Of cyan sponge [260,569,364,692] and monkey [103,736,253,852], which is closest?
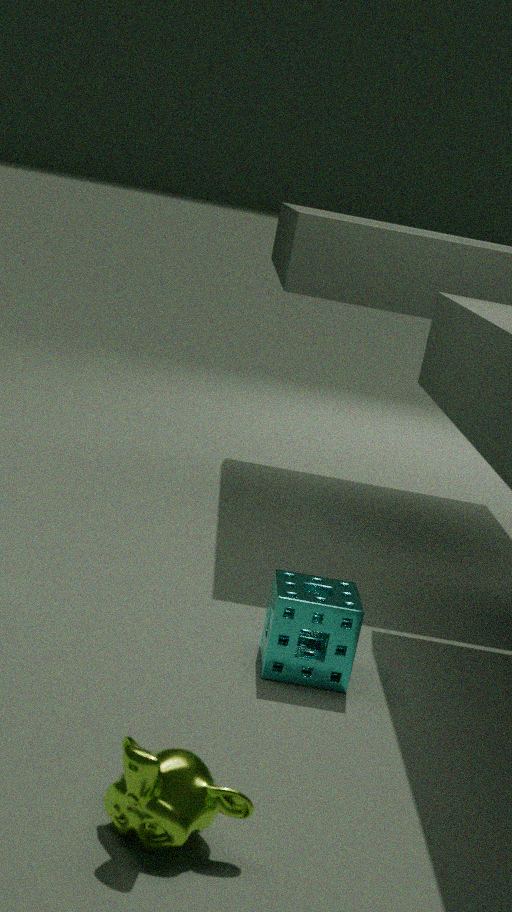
monkey [103,736,253,852]
